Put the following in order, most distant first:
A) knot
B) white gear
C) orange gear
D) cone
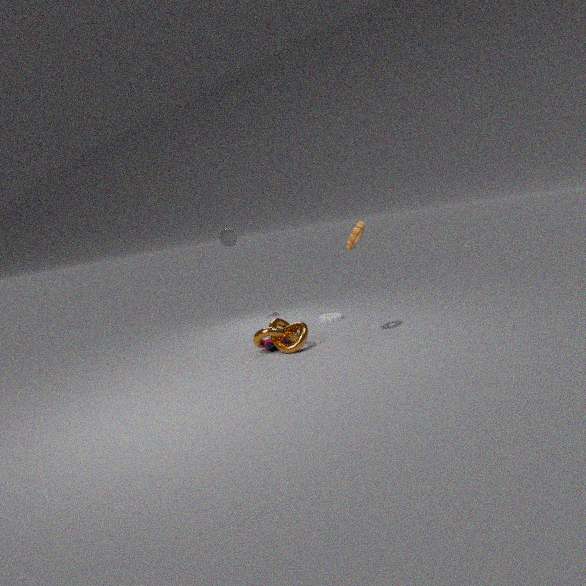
cone, white gear, knot, orange gear
